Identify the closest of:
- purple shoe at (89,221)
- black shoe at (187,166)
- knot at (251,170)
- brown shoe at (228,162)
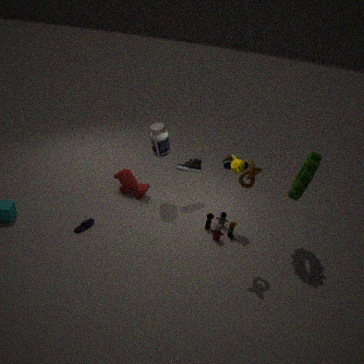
knot at (251,170)
